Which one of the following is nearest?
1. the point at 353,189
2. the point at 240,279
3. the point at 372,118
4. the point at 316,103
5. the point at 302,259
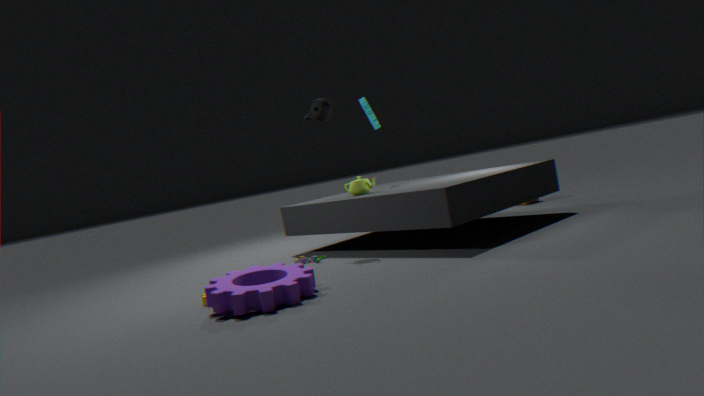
the point at 240,279
